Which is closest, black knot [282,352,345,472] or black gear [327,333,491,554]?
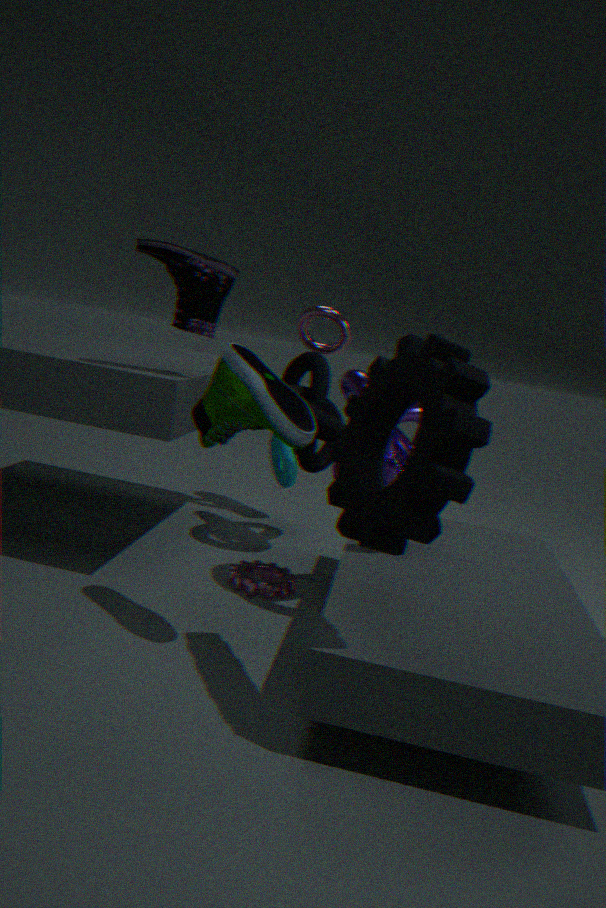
black gear [327,333,491,554]
